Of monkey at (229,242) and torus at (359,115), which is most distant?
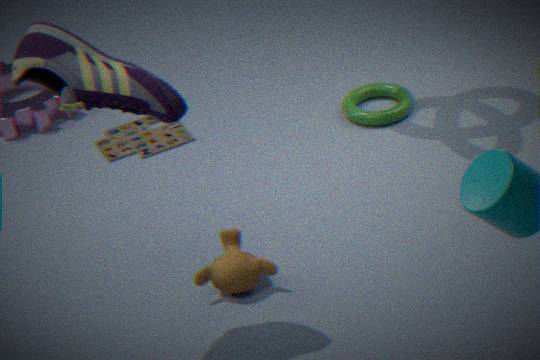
torus at (359,115)
